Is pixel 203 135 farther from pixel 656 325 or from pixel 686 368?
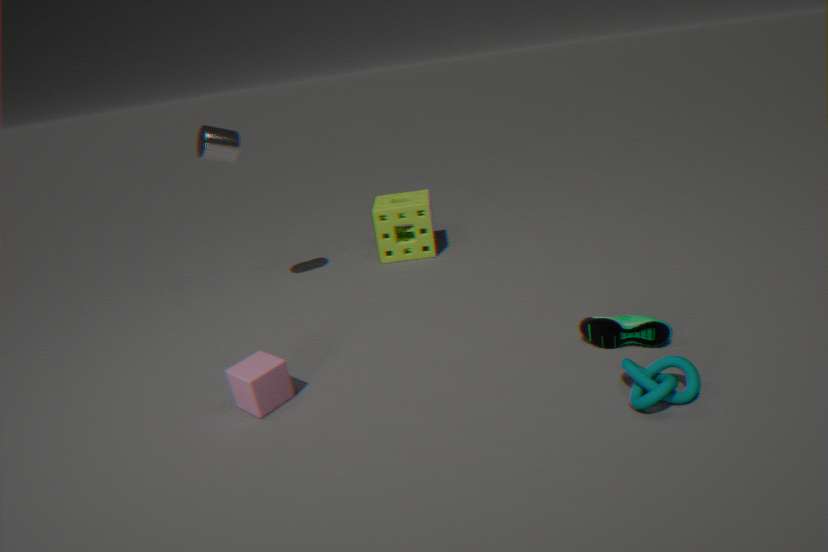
pixel 686 368
